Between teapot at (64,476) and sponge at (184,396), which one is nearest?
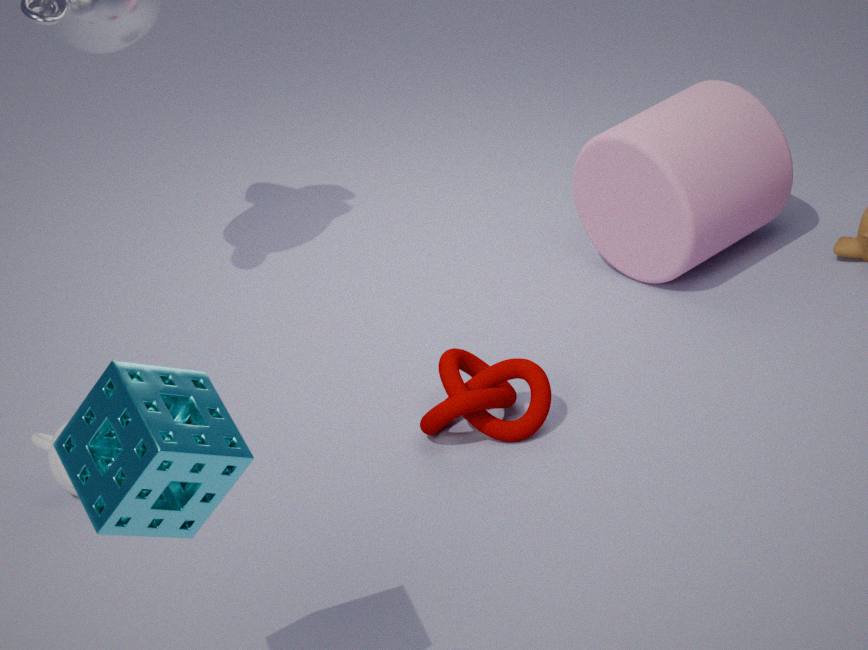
sponge at (184,396)
